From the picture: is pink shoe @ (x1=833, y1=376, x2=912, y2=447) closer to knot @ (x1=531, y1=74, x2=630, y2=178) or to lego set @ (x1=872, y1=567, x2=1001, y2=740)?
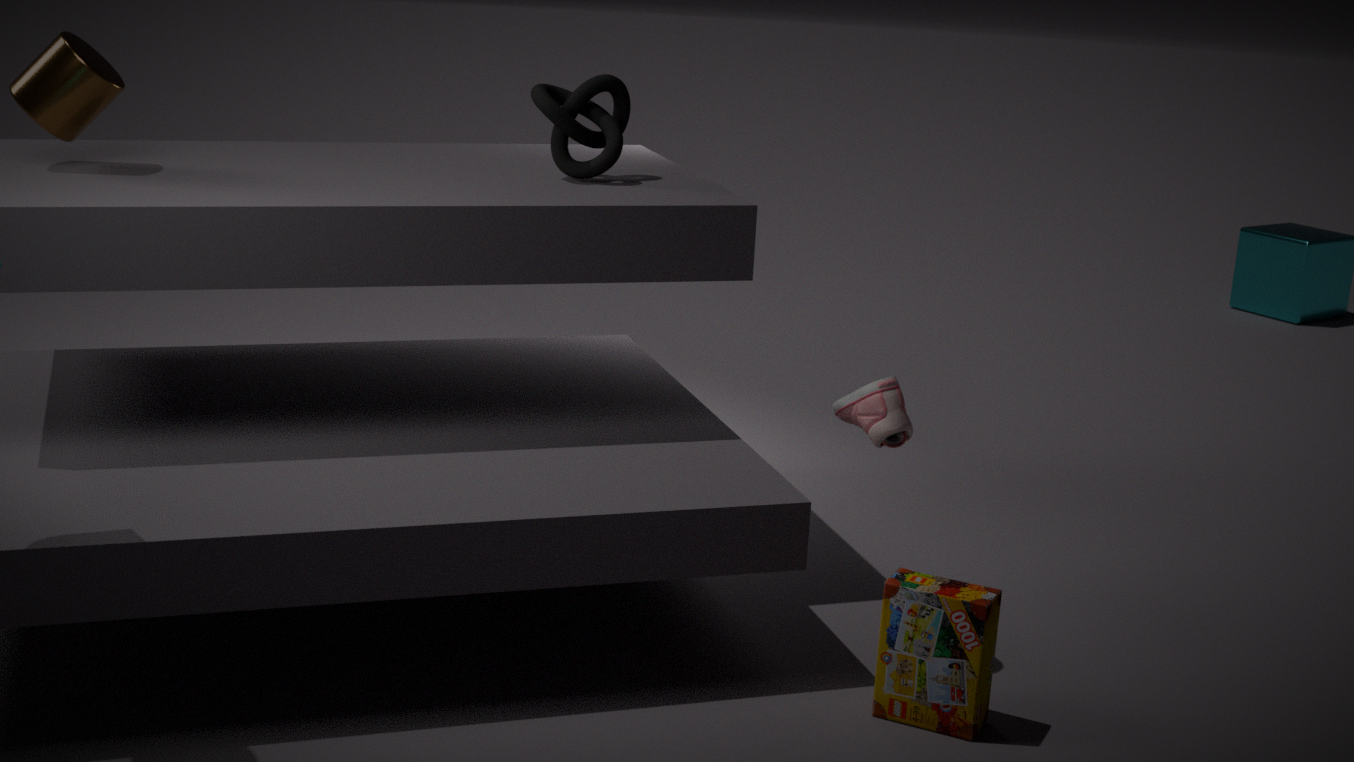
lego set @ (x1=872, y1=567, x2=1001, y2=740)
